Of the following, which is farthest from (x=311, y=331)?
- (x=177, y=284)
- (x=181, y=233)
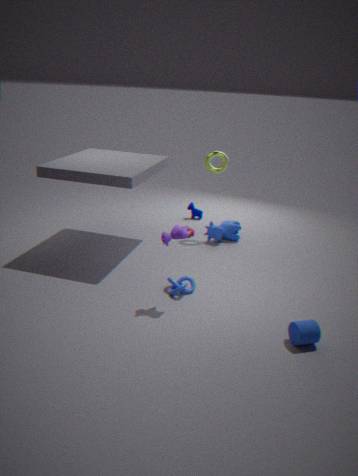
(x=181, y=233)
